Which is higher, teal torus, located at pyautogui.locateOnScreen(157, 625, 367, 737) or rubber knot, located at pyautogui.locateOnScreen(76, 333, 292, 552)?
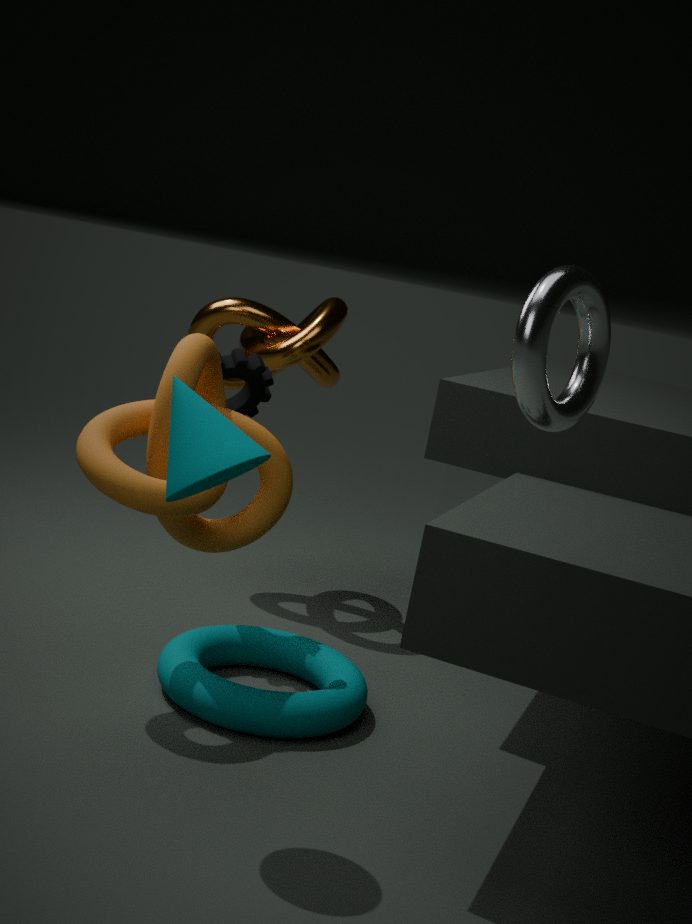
rubber knot, located at pyautogui.locateOnScreen(76, 333, 292, 552)
